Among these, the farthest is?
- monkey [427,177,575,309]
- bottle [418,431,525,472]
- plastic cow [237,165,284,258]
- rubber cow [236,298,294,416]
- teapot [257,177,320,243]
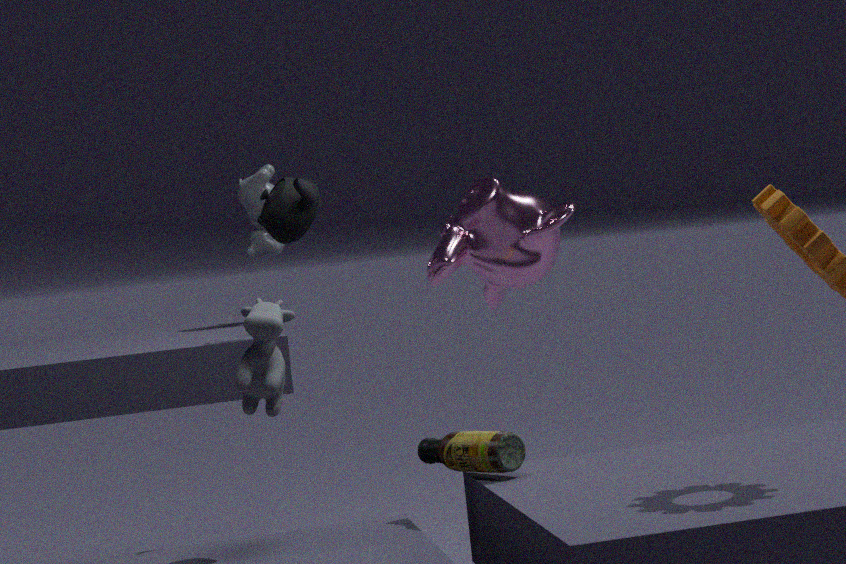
plastic cow [237,165,284,258]
